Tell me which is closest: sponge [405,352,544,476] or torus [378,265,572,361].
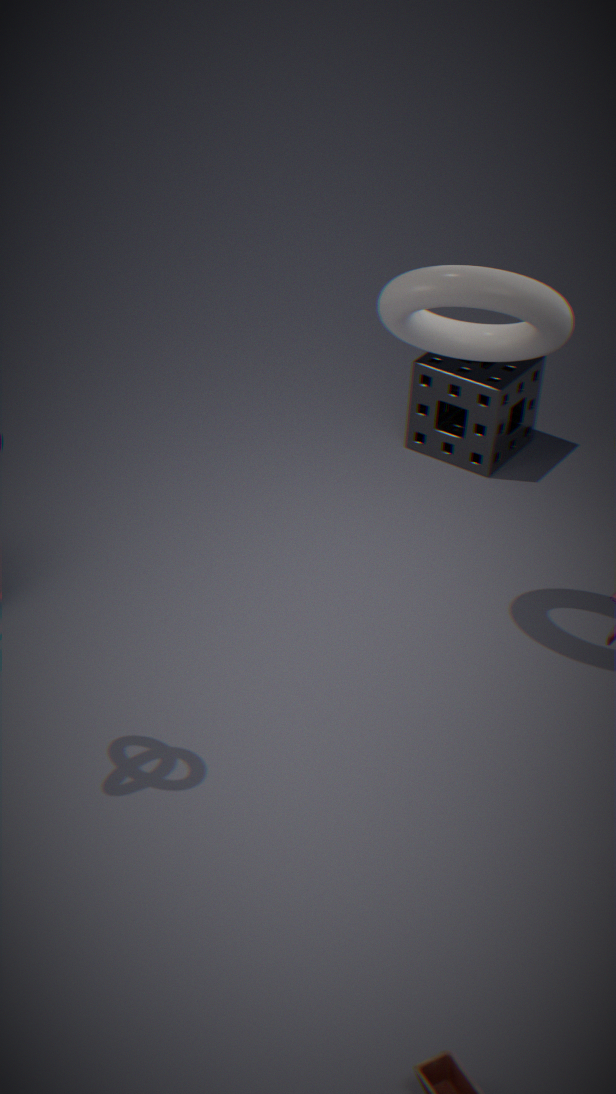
torus [378,265,572,361]
